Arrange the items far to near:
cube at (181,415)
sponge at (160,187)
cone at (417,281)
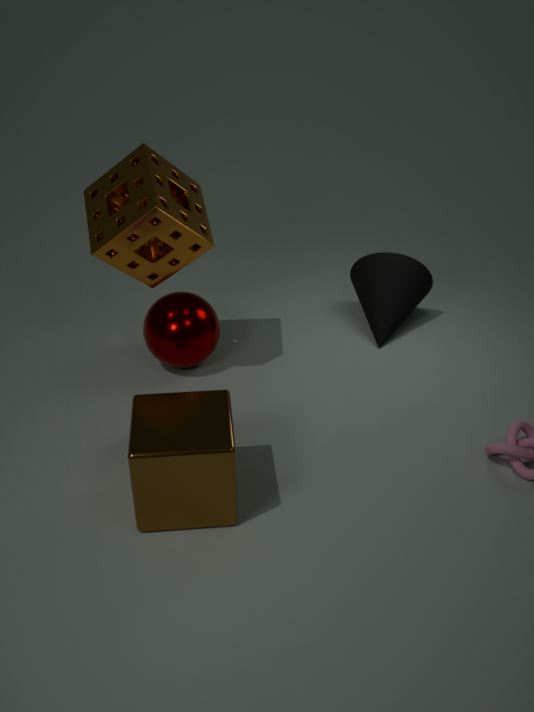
cone at (417,281) < sponge at (160,187) < cube at (181,415)
